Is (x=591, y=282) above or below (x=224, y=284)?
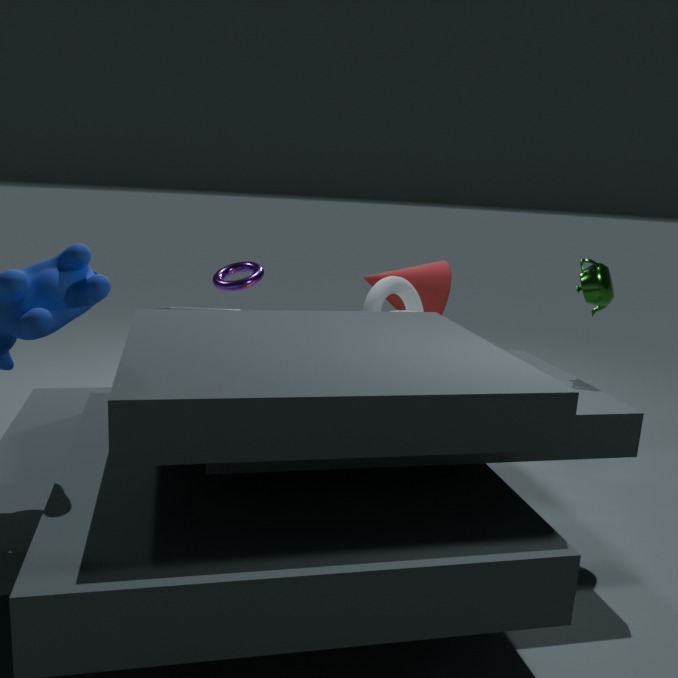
above
